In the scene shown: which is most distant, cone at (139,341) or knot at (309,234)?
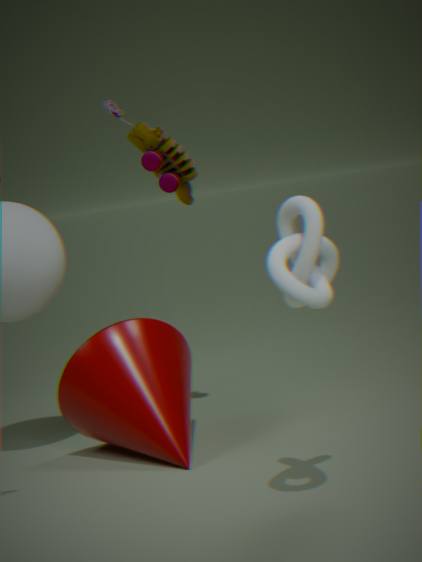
cone at (139,341)
